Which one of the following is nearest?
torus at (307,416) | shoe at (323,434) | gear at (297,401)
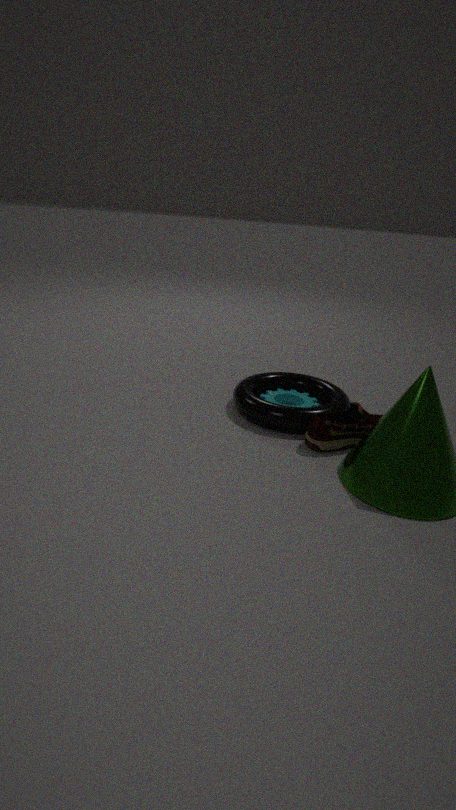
shoe at (323,434)
